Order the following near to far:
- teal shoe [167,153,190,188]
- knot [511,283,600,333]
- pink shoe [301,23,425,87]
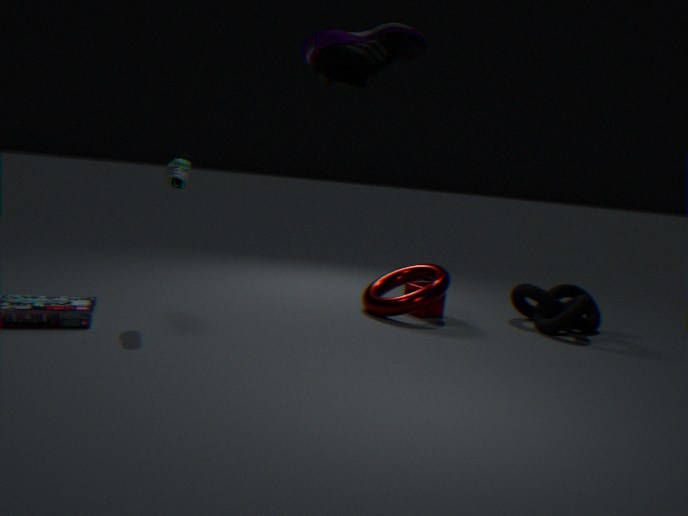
1. pink shoe [301,23,425,87]
2. teal shoe [167,153,190,188]
3. knot [511,283,600,333]
